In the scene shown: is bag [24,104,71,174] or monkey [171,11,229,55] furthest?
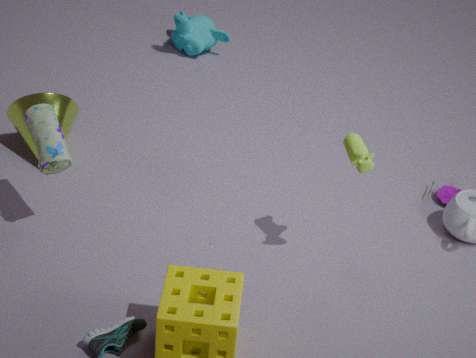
monkey [171,11,229,55]
